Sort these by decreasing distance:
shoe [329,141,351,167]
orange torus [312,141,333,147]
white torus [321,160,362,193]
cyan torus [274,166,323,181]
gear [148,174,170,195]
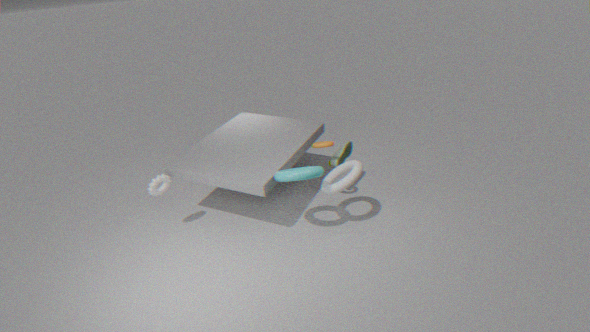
shoe [329,141,351,167]
orange torus [312,141,333,147]
gear [148,174,170,195]
white torus [321,160,362,193]
cyan torus [274,166,323,181]
